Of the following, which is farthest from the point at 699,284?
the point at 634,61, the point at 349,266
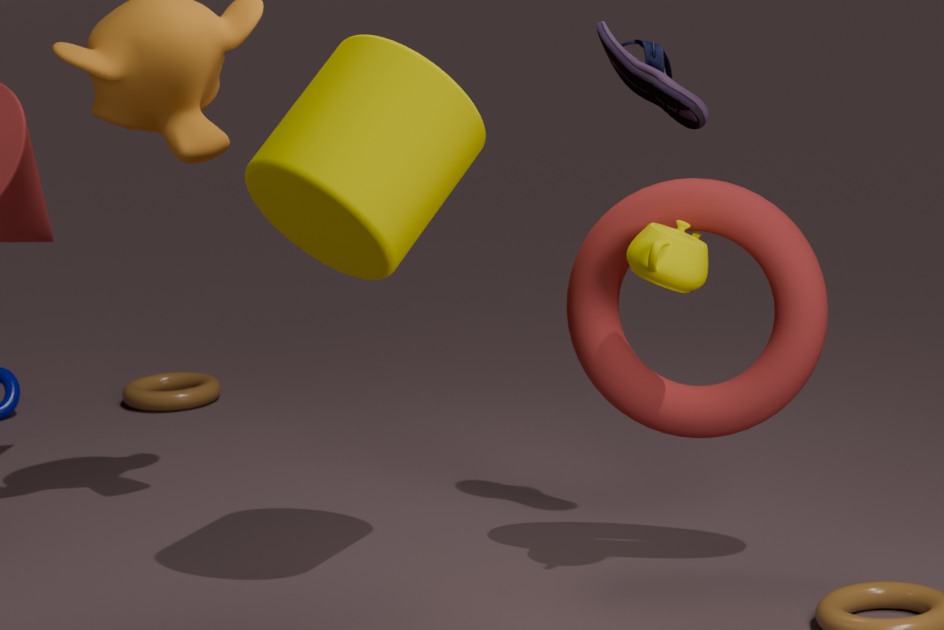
the point at 349,266
